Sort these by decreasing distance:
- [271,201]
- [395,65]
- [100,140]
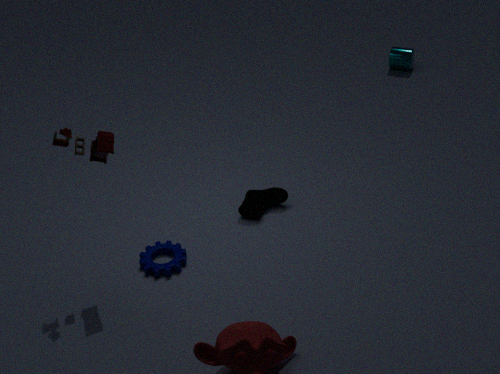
[395,65]
[271,201]
[100,140]
